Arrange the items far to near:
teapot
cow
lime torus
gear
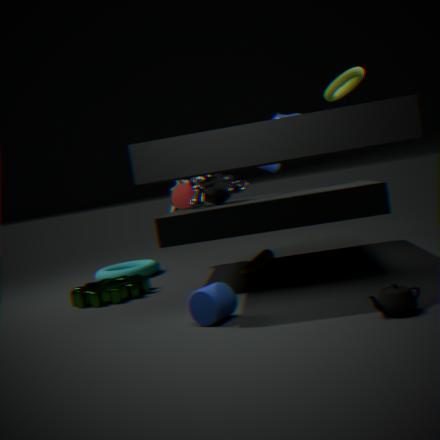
cow
gear
lime torus
teapot
